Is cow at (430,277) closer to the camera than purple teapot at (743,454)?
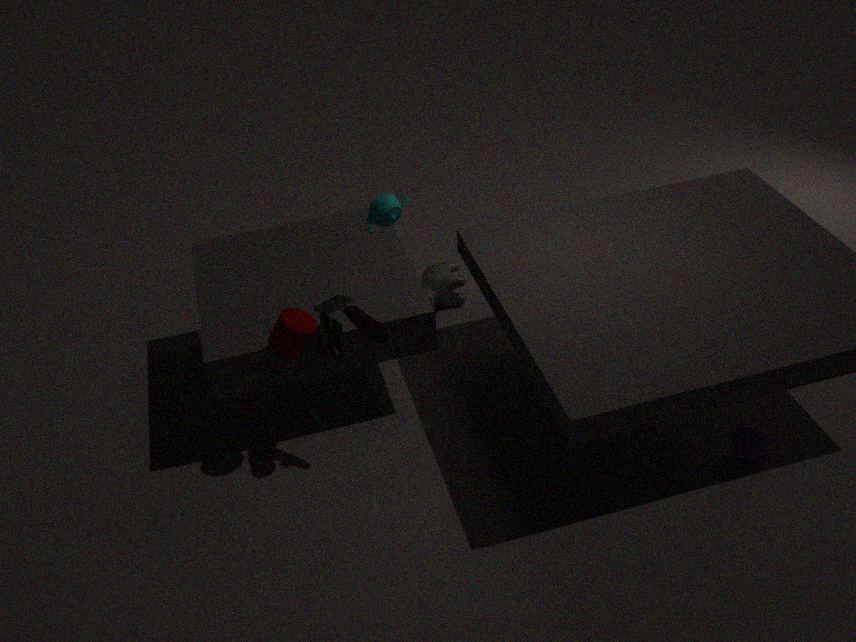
No
